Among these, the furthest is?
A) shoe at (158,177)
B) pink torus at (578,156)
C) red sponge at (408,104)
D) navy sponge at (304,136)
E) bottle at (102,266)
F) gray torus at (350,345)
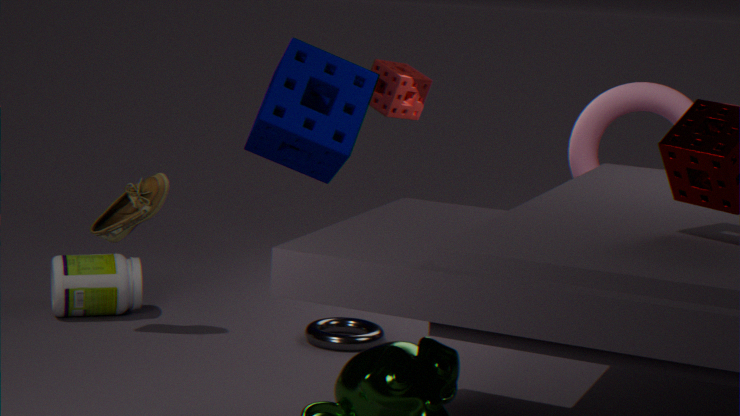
red sponge at (408,104)
